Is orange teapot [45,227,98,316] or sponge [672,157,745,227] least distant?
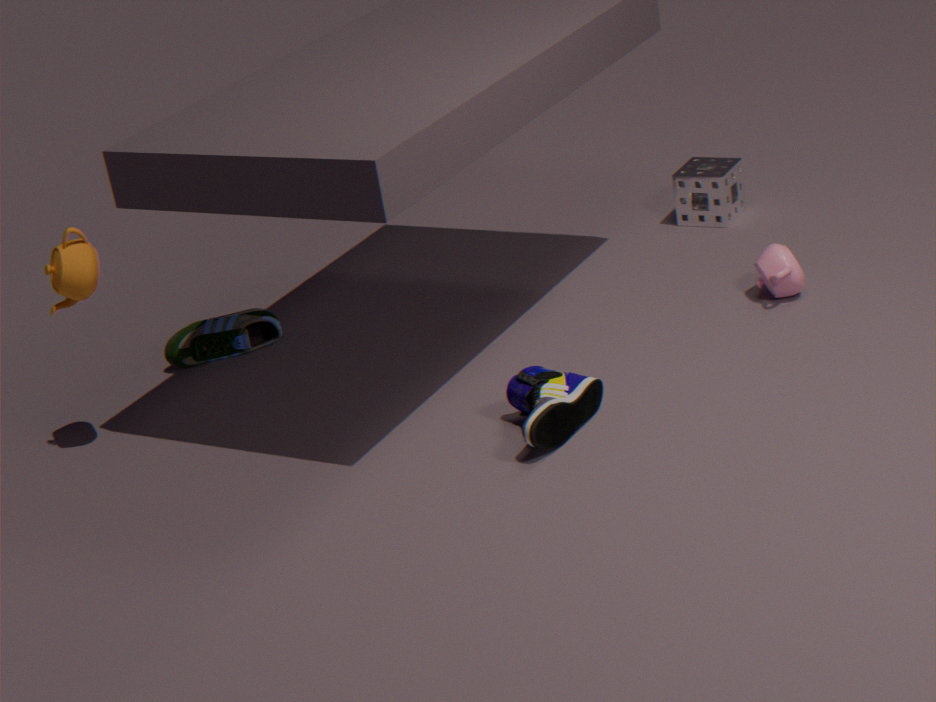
orange teapot [45,227,98,316]
